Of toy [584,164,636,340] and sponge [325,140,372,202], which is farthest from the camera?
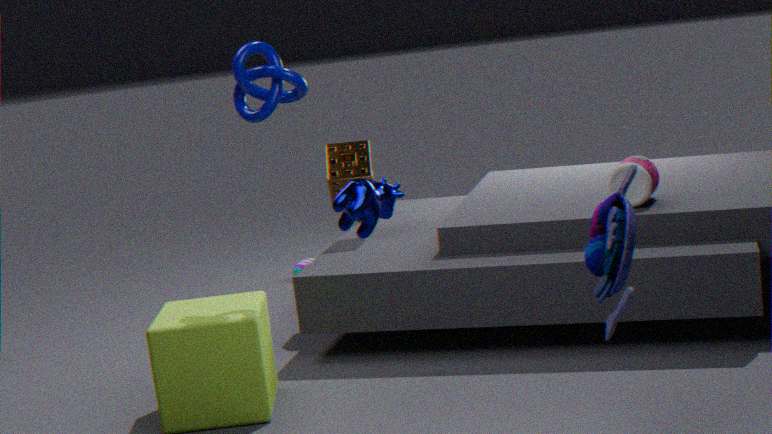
sponge [325,140,372,202]
